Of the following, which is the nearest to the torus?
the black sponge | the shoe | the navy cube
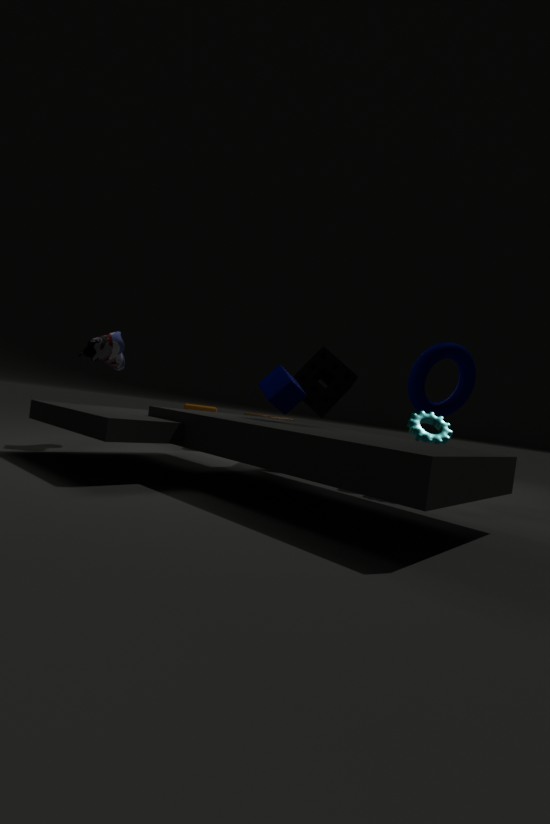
the black sponge
